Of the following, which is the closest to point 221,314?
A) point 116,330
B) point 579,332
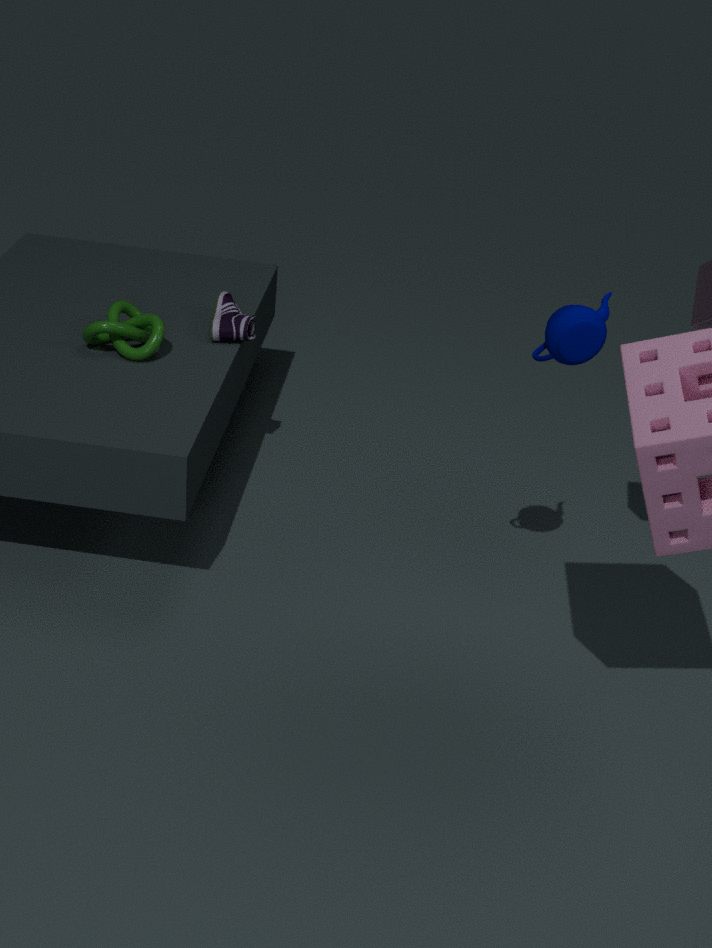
point 116,330
